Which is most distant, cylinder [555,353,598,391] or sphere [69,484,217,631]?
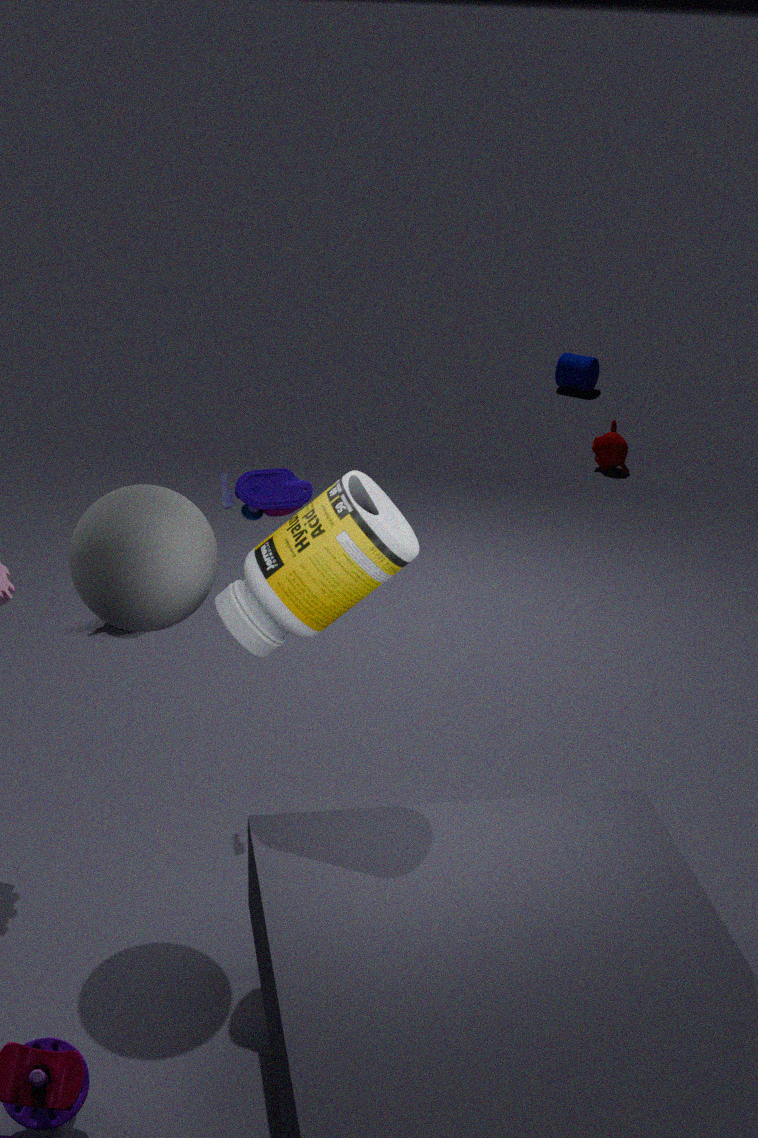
cylinder [555,353,598,391]
